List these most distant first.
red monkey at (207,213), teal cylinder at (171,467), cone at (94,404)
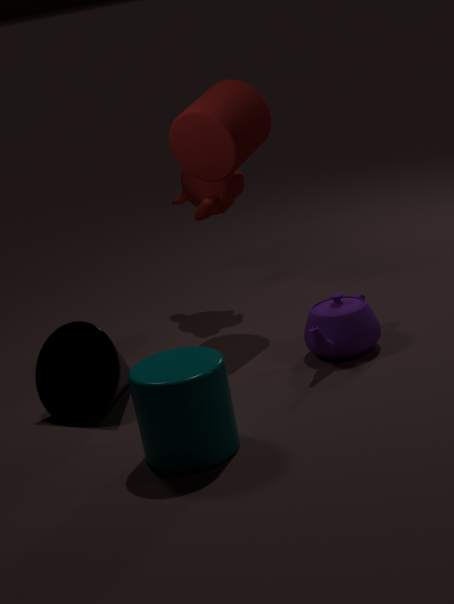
red monkey at (207,213) → cone at (94,404) → teal cylinder at (171,467)
